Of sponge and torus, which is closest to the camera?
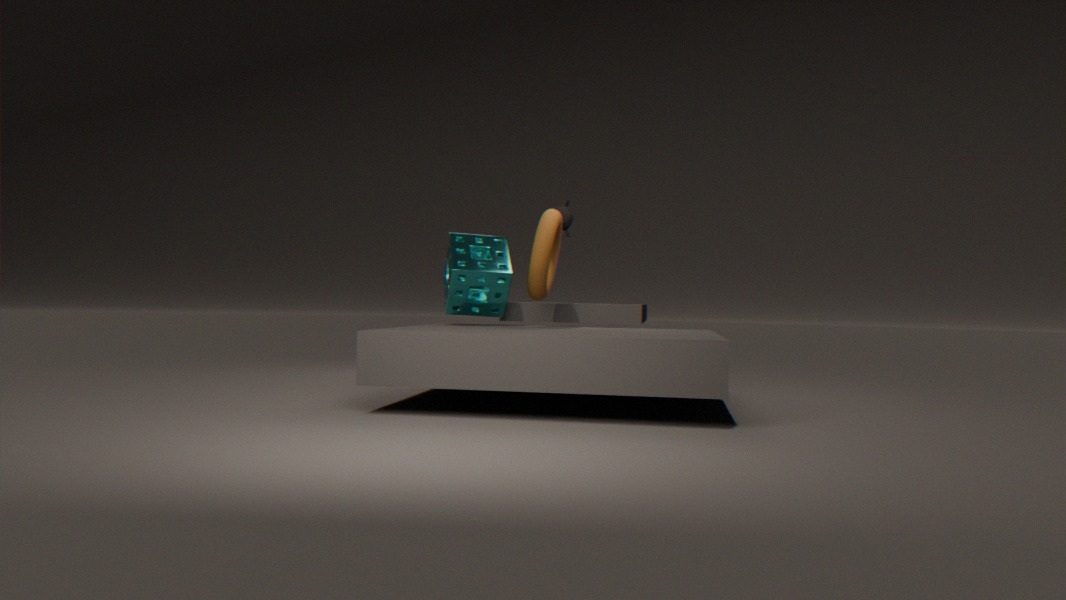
torus
